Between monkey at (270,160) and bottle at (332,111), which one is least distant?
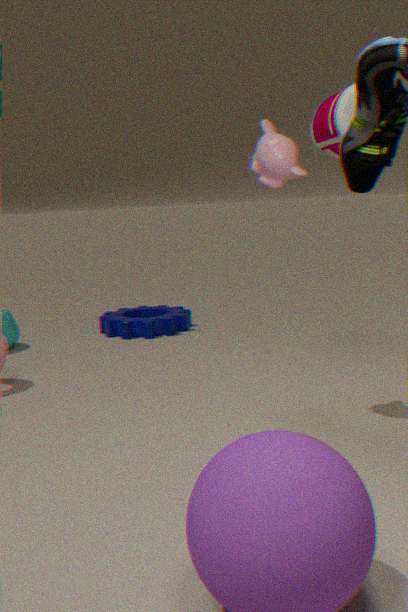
bottle at (332,111)
